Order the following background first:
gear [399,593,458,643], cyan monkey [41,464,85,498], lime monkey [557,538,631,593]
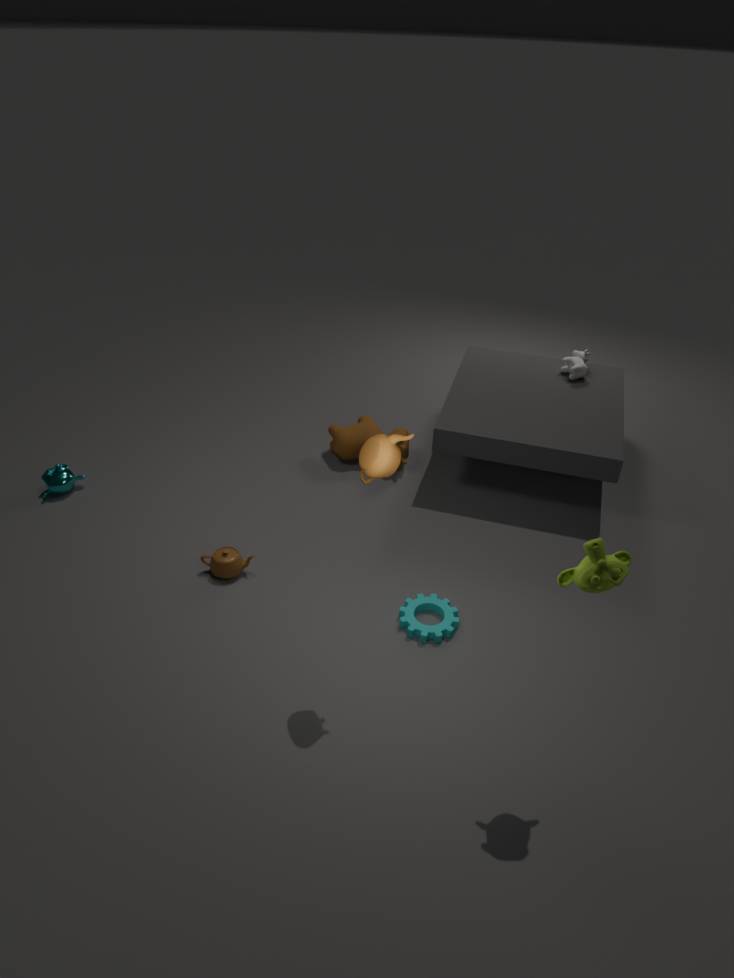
cyan monkey [41,464,85,498] → gear [399,593,458,643] → lime monkey [557,538,631,593]
